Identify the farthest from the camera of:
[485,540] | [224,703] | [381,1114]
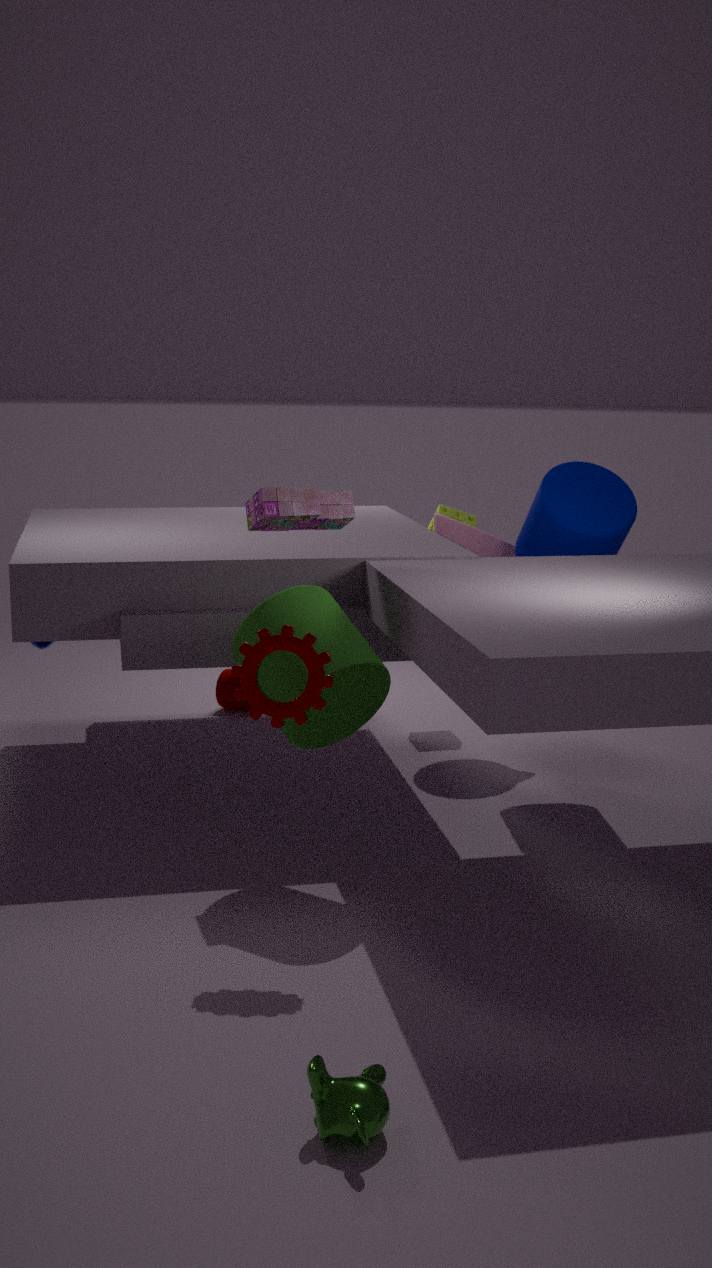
[224,703]
